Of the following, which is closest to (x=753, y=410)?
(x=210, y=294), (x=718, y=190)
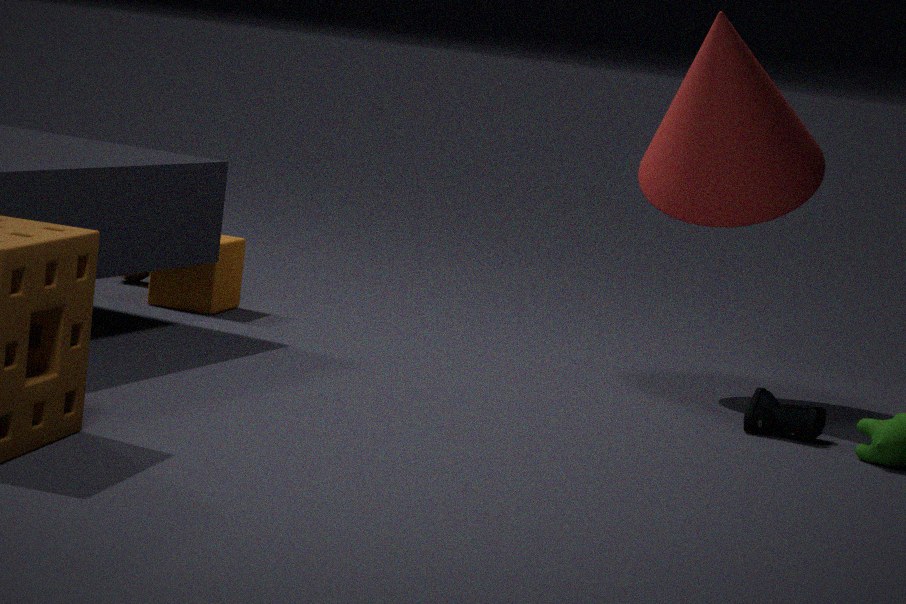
(x=718, y=190)
